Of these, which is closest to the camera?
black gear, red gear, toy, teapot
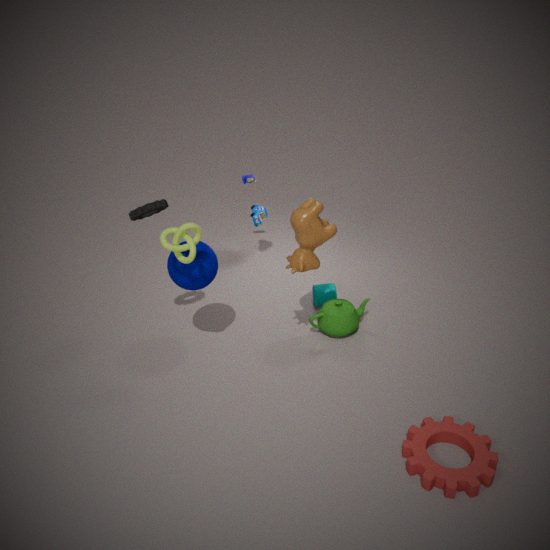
red gear
